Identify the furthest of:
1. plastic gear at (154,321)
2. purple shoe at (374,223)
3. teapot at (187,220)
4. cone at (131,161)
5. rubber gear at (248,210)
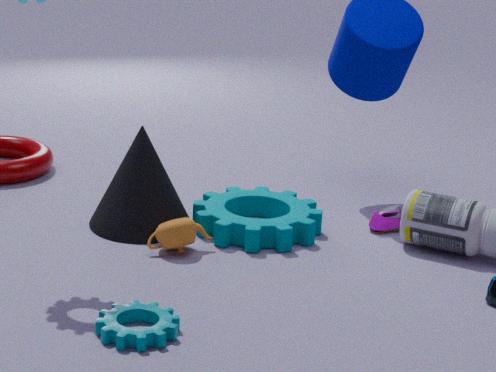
purple shoe at (374,223)
